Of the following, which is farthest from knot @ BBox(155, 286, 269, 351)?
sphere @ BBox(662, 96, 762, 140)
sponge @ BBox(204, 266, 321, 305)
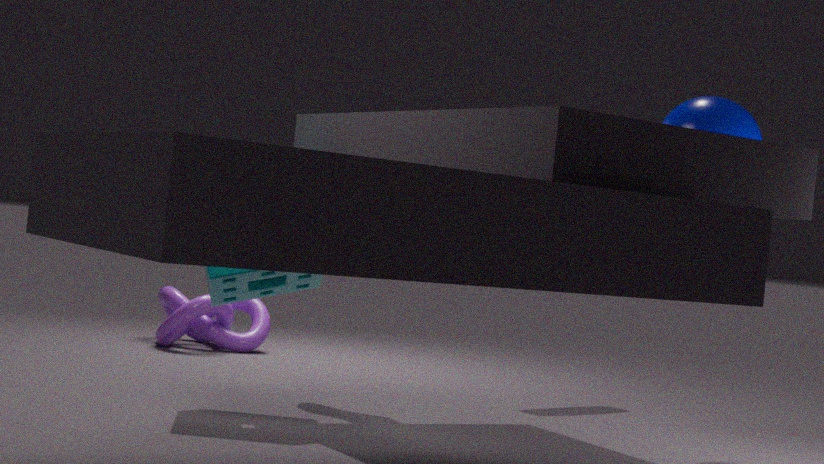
sphere @ BBox(662, 96, 762, 140)
